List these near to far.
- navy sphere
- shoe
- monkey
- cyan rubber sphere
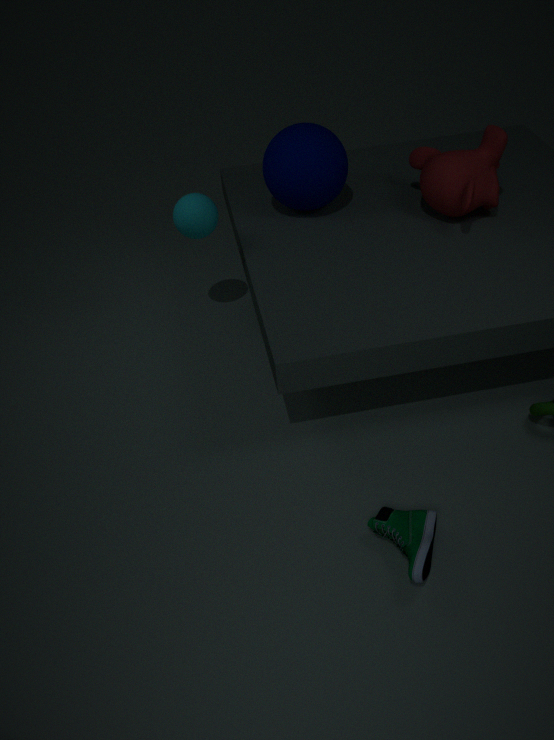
shoe → cyan rubber sphere → monkey → navy sphere
